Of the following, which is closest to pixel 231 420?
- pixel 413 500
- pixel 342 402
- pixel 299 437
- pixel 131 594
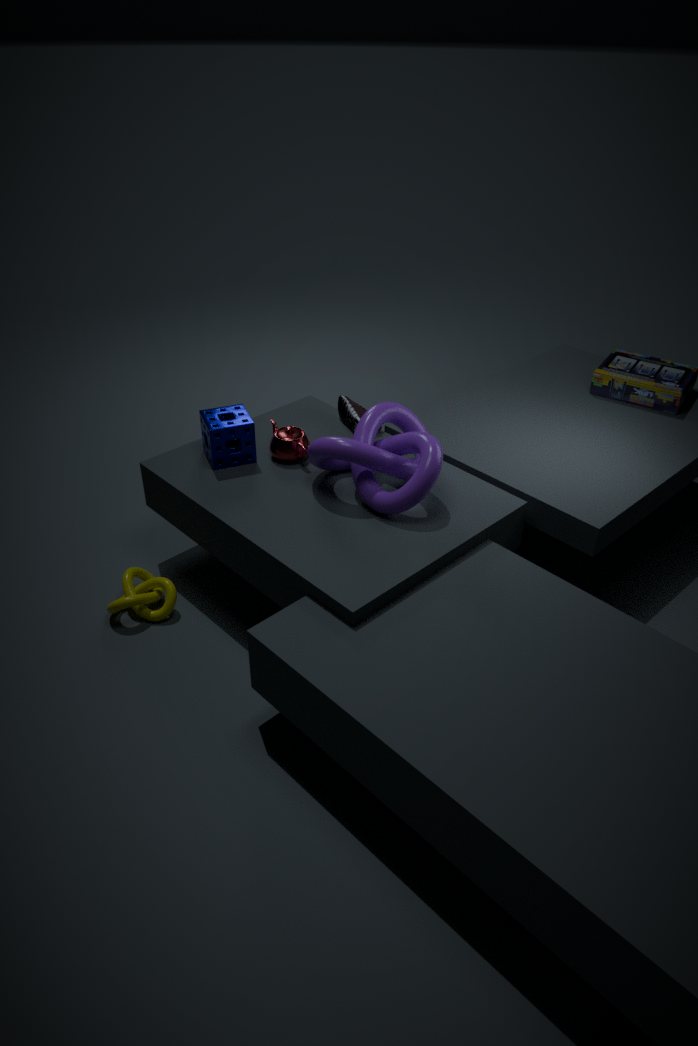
pixel 299 437
